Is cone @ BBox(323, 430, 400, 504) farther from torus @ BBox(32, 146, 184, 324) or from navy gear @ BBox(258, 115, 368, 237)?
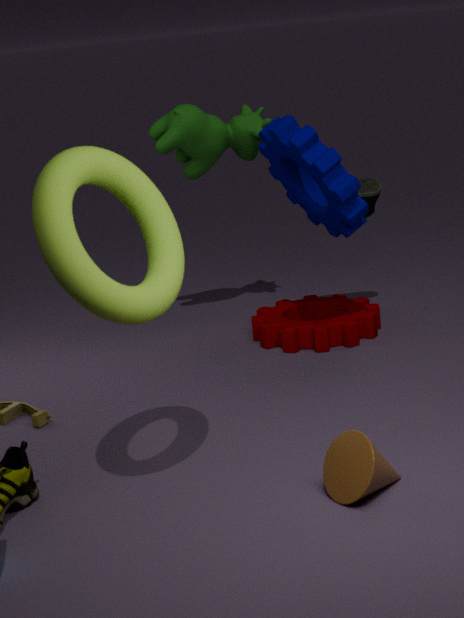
navy gear @ BBox(258, 115, 368, 237)
